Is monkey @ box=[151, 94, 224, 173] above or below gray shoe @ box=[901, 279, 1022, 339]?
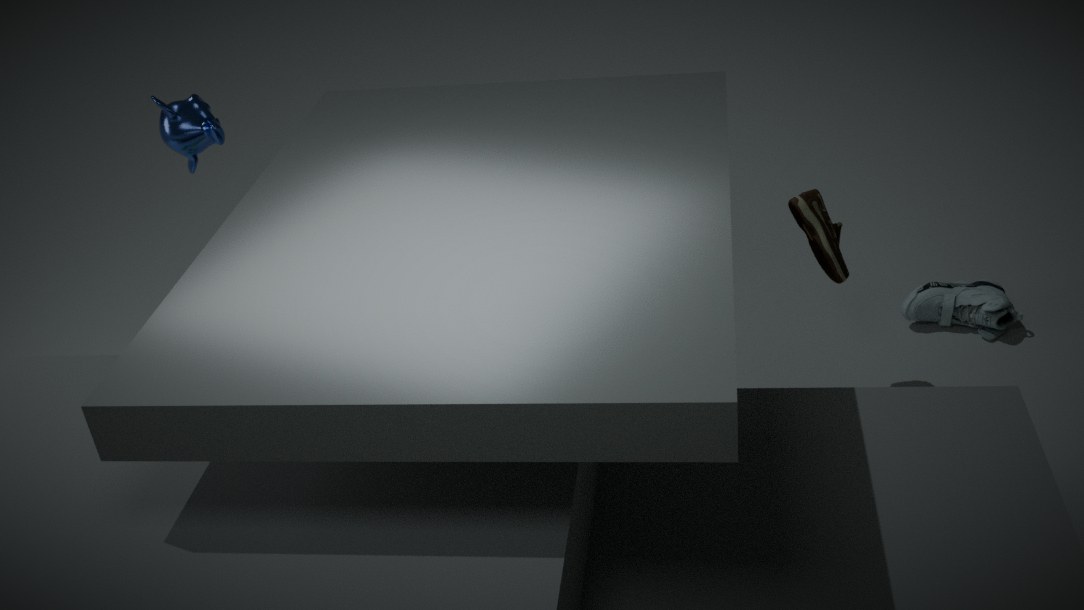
above
